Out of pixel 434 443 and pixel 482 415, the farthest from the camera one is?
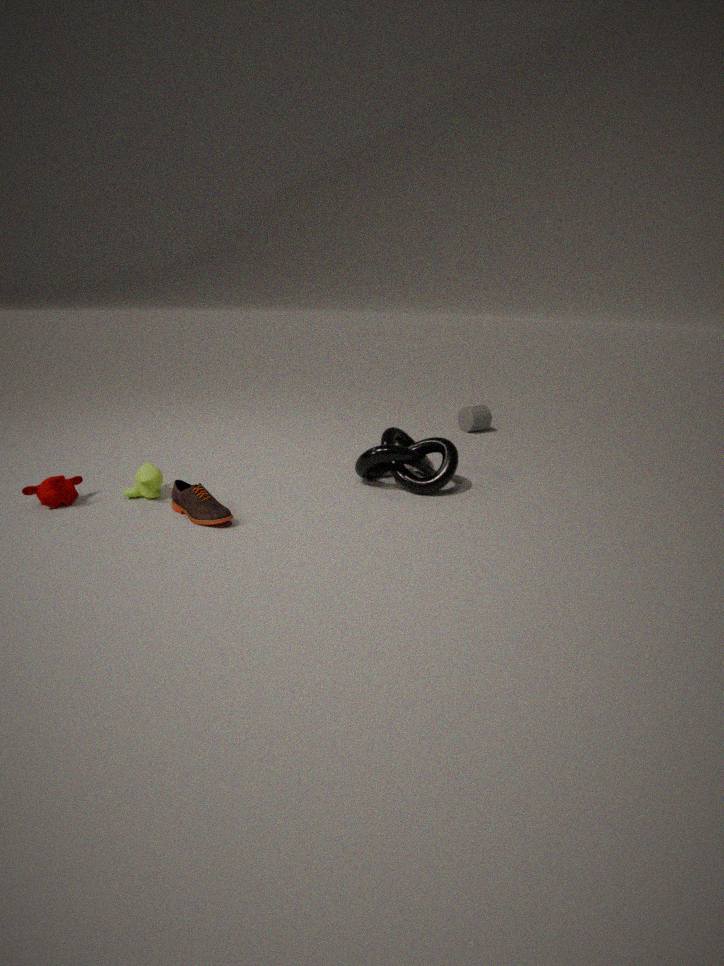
pixel 482 415
